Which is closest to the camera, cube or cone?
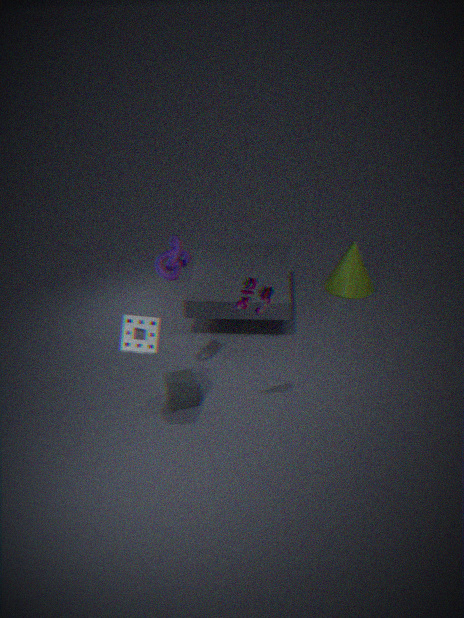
cube
